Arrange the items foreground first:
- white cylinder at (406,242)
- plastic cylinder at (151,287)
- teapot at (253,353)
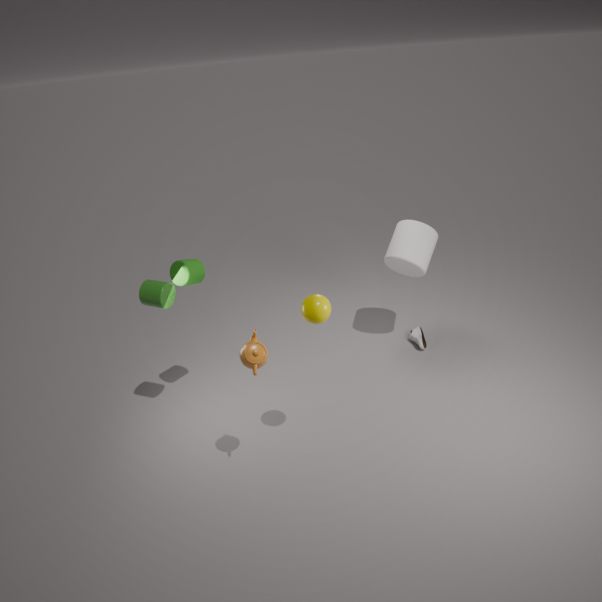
teapot at (253,353) < plastic cylinder at (151,287) < white cylinder at (406,242)
